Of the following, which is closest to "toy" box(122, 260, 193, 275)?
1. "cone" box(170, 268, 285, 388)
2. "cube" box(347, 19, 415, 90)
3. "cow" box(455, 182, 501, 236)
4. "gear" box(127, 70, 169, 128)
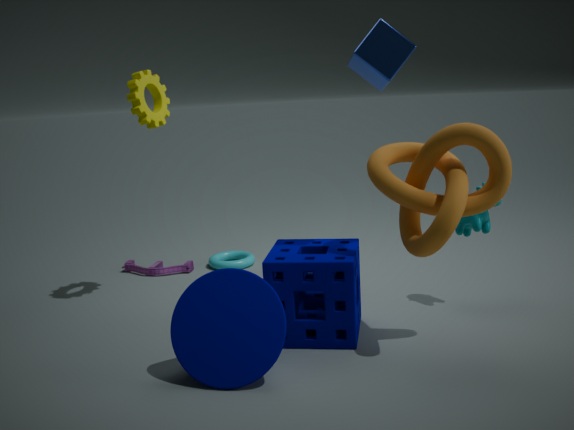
"gear" box(127, 70, 169, 128)
